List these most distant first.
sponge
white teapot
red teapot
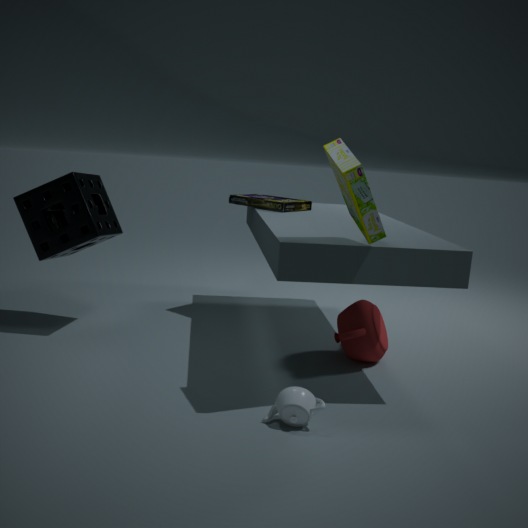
sponge, red teapot, white teapot
